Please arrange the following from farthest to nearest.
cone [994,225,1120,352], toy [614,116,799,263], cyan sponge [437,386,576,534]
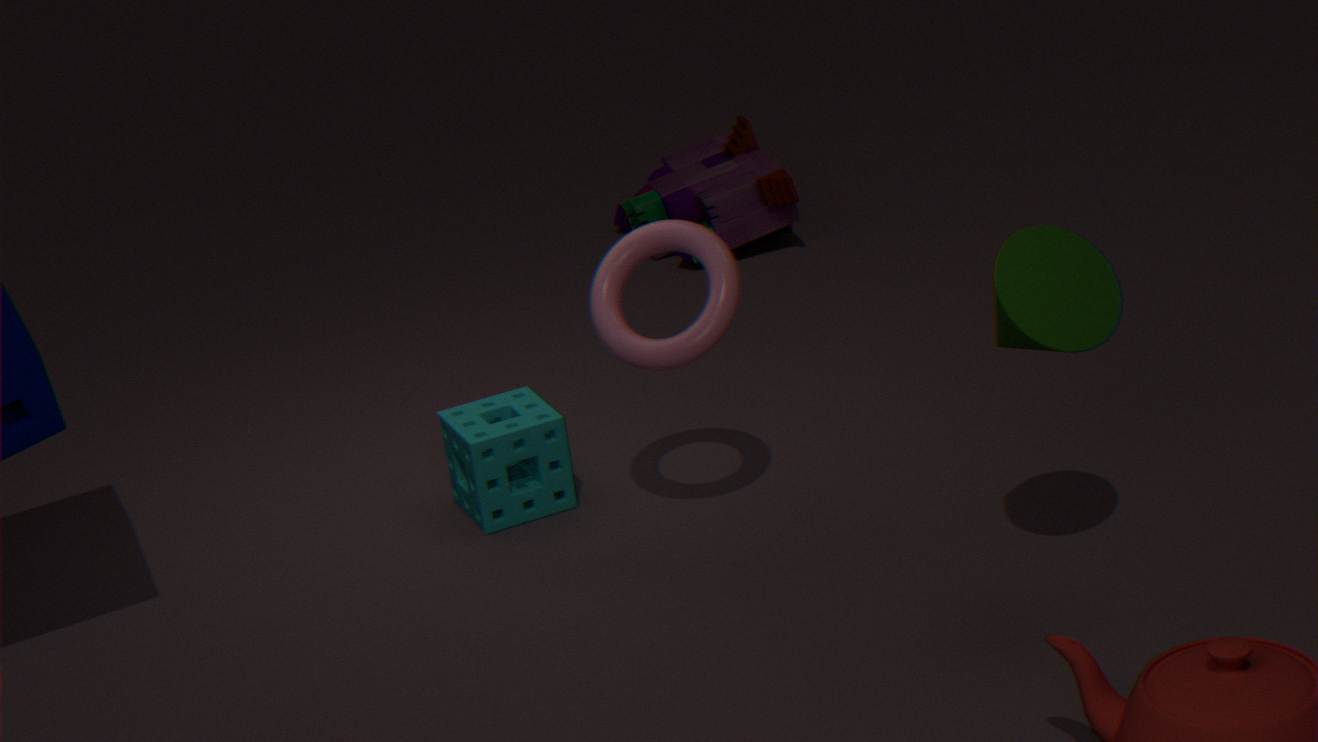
toy [614,116,799,263] → cyan sponge [437,386,576,534] → cone [994,225,1120,352]
